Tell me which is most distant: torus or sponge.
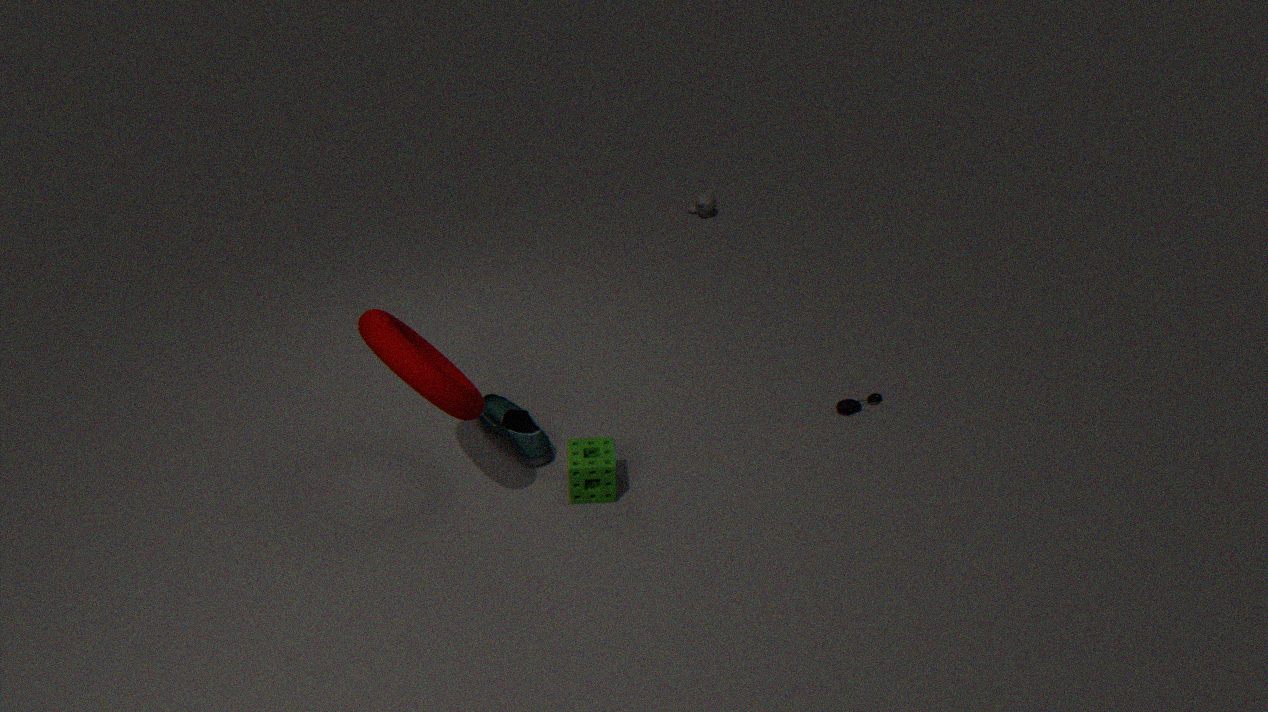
sponge
